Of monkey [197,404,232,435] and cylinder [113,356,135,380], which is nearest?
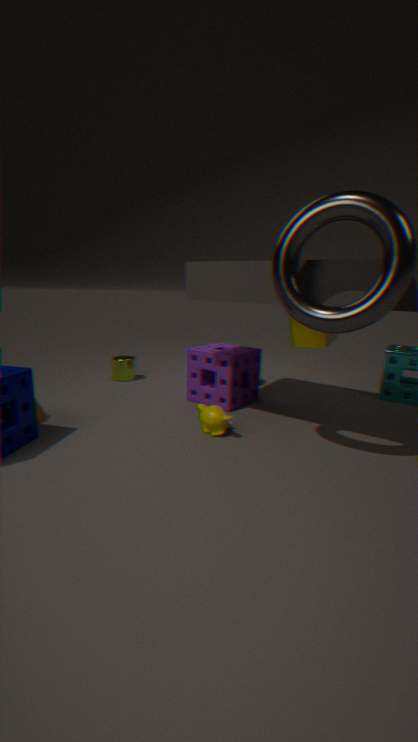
monkey [197,404,232,435]
